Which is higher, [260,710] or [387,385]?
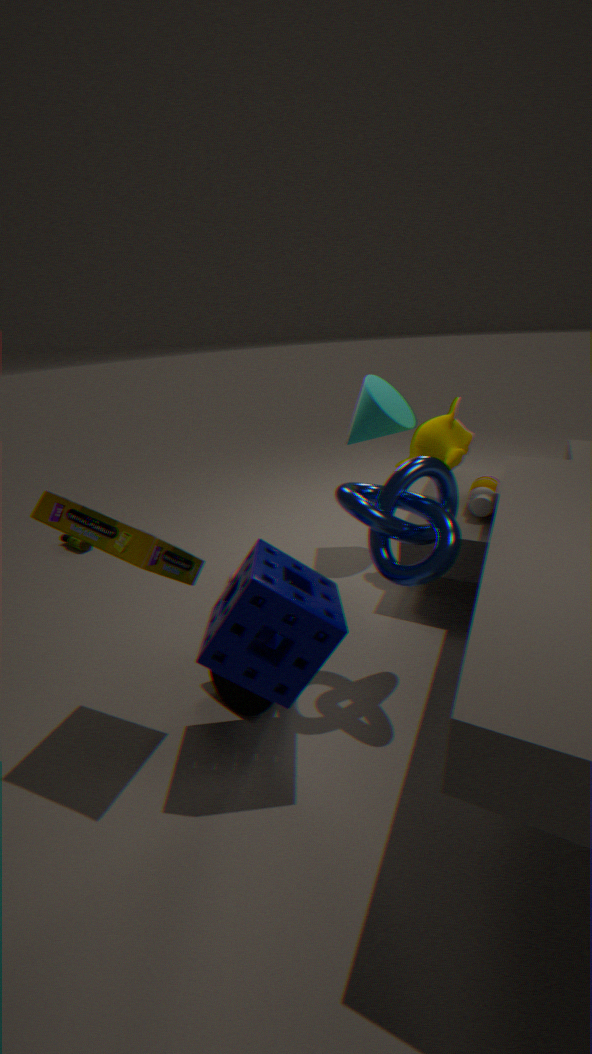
[387,385]
